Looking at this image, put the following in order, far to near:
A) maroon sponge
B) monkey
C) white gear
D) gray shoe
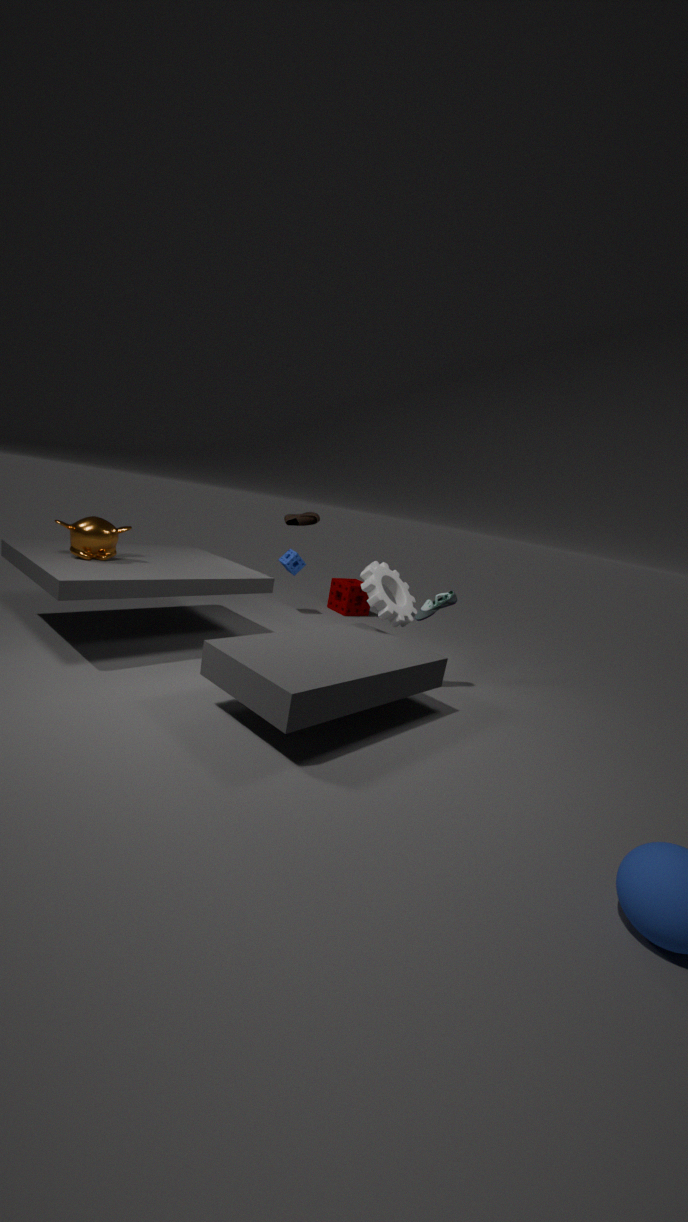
maroon sponge < gray shoe < white gear < monkey
